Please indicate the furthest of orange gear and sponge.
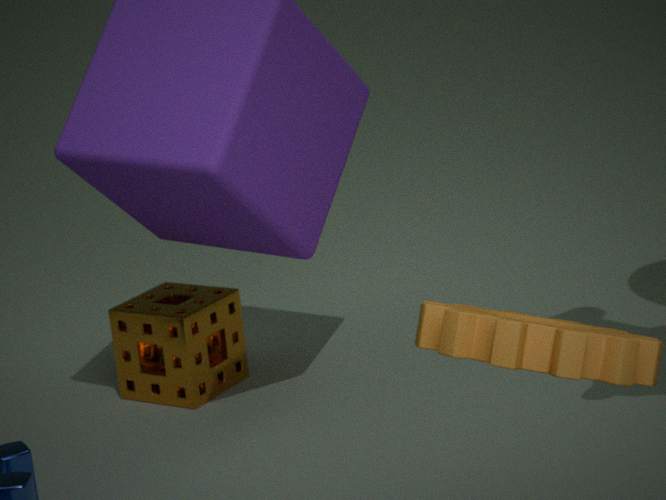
sponge
